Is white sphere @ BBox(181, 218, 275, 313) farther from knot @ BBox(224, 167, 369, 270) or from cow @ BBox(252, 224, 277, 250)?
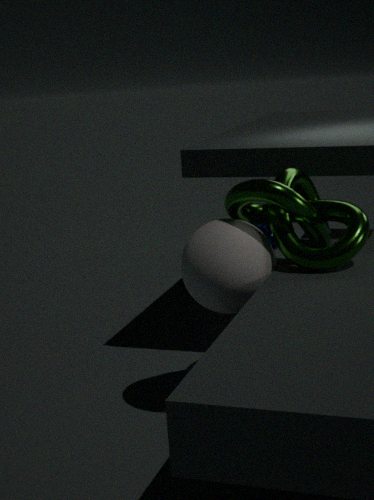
cow @ BBox(252, 224, 277, 250)
